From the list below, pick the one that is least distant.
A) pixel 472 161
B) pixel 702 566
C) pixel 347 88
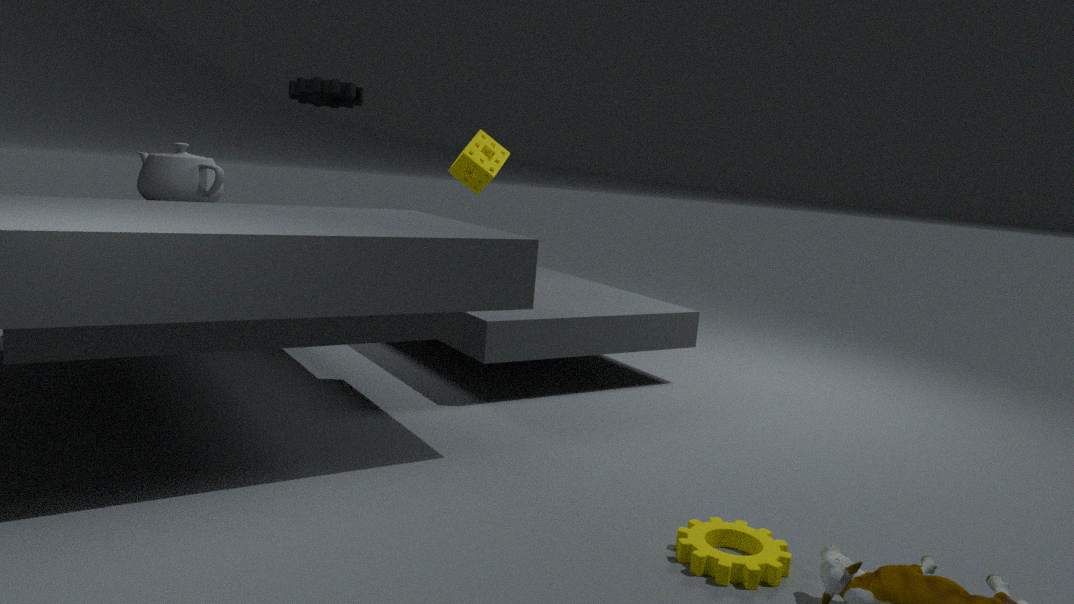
pixel 702 566
